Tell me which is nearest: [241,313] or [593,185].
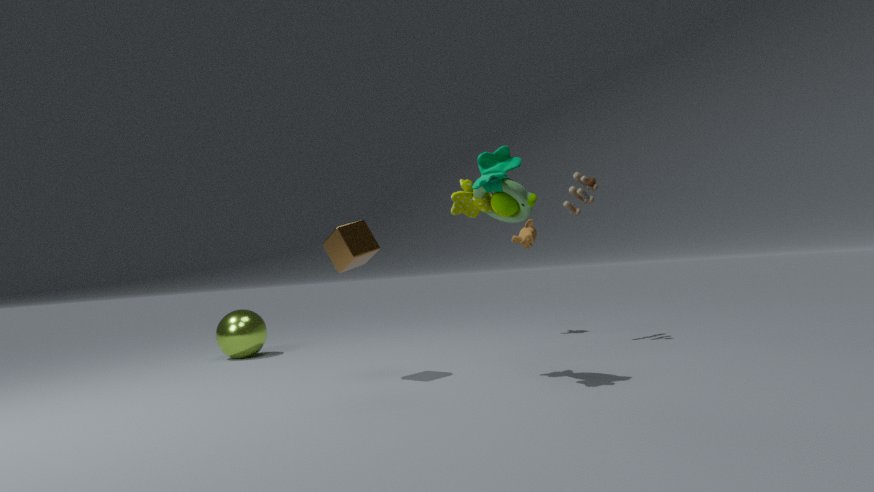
[593,185]
